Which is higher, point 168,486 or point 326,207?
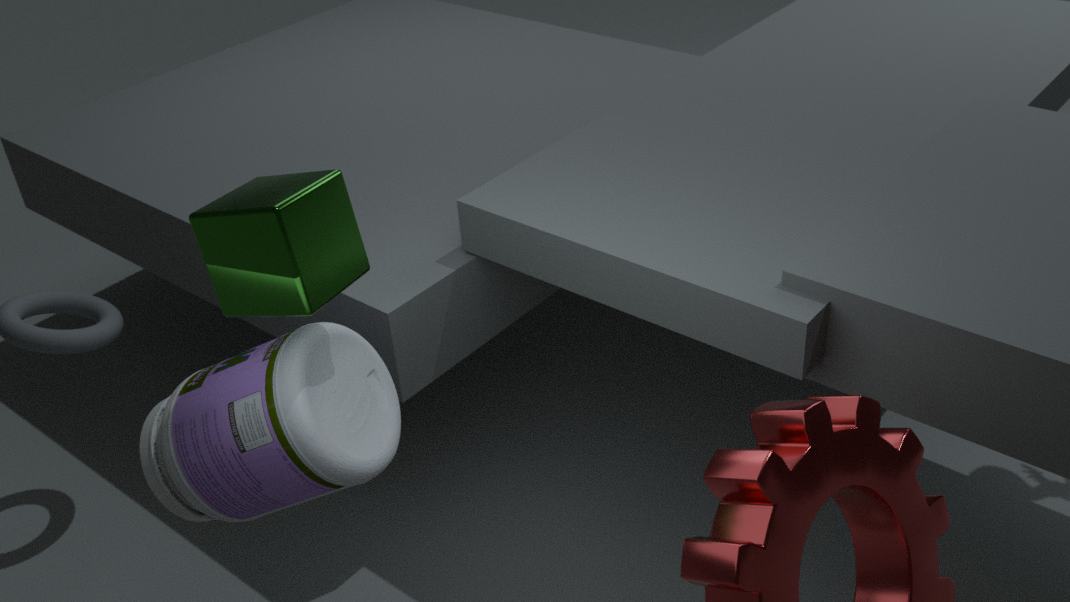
point 326,207
